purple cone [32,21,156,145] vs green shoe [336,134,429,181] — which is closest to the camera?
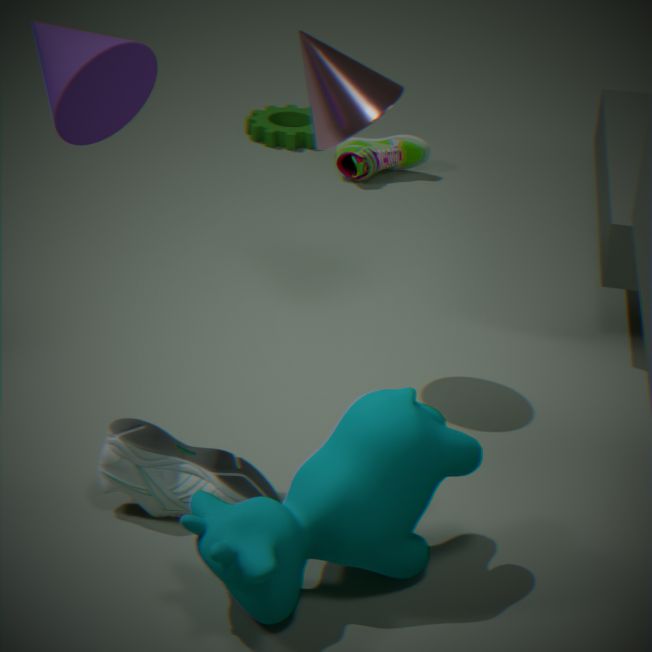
purple cone [32,21,156,145]
